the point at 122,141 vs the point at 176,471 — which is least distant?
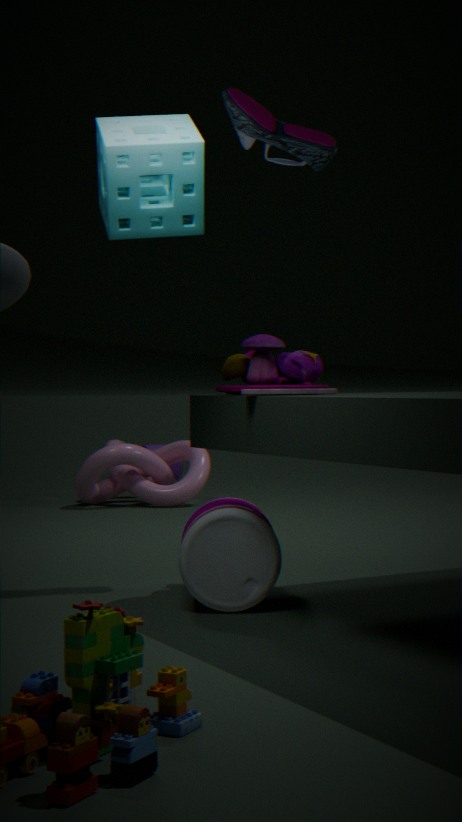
the point at 122,141
